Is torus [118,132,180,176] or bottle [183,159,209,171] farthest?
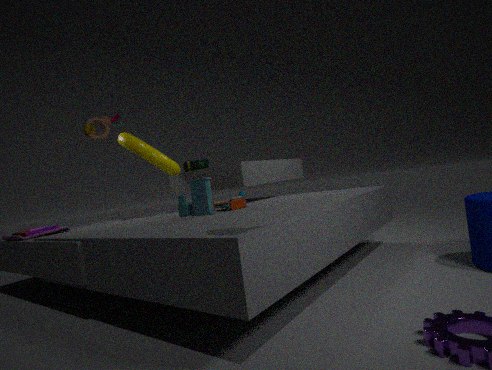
bottle [183,159,209,171]
